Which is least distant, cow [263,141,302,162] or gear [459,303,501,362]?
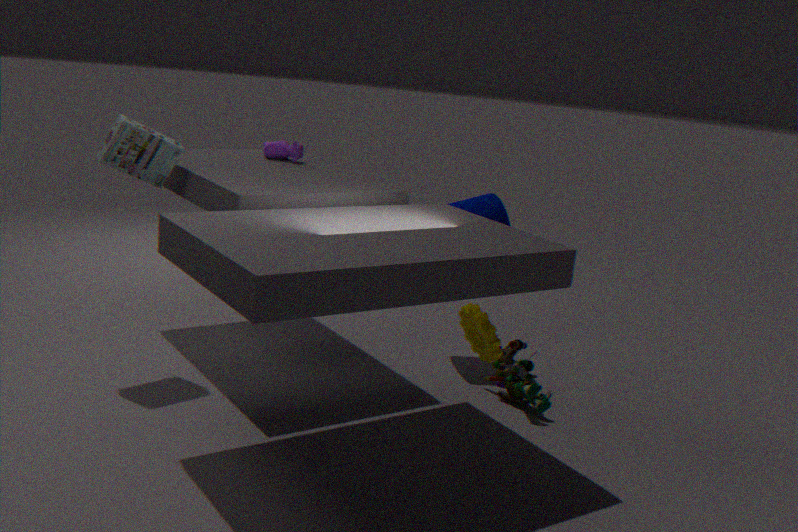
gear [459,303,501,362]
